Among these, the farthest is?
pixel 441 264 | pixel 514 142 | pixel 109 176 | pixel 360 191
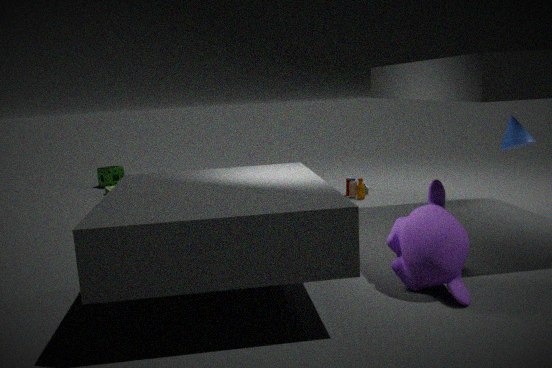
pixel 109 176
